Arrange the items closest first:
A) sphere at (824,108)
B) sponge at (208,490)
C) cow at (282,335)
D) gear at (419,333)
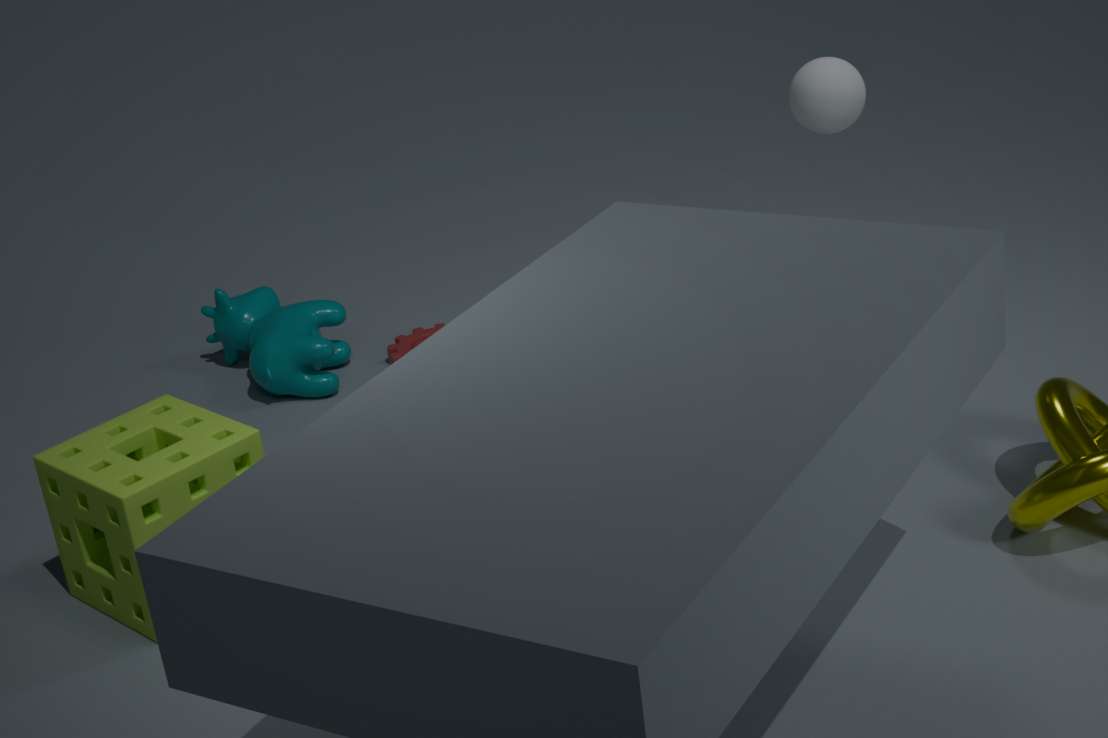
1. sponge at (208,490)
2. sphere at (824,108)
3. cow at (282,335)
4. gear at (419,333)
